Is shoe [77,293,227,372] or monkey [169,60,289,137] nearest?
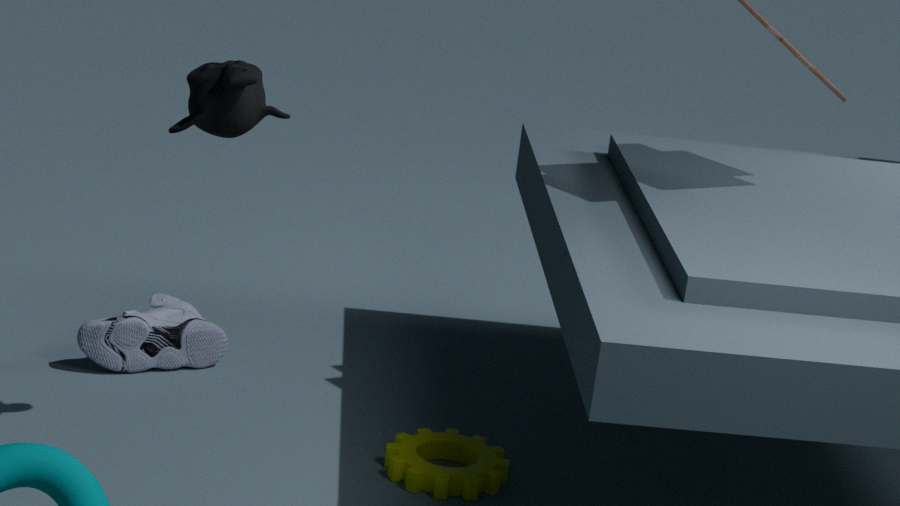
monkey [169,60,289,137]
